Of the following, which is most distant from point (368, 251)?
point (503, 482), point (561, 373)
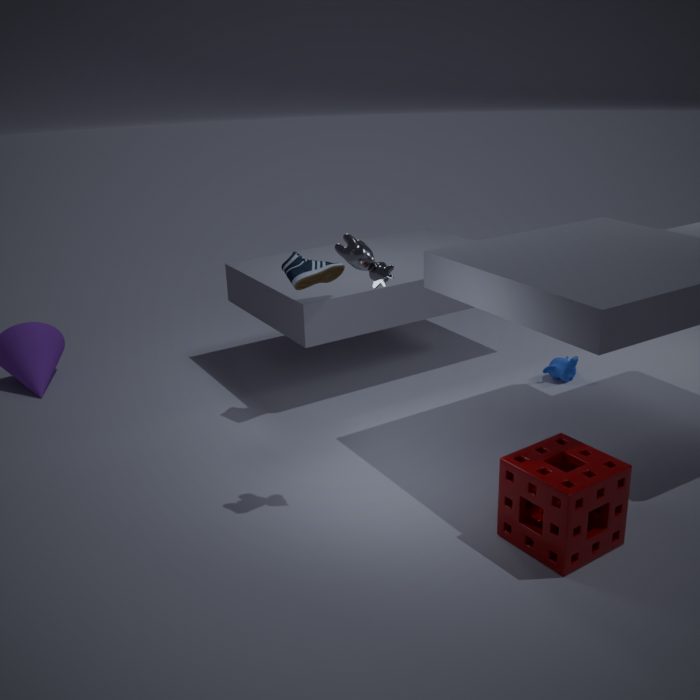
point (561, 373)
